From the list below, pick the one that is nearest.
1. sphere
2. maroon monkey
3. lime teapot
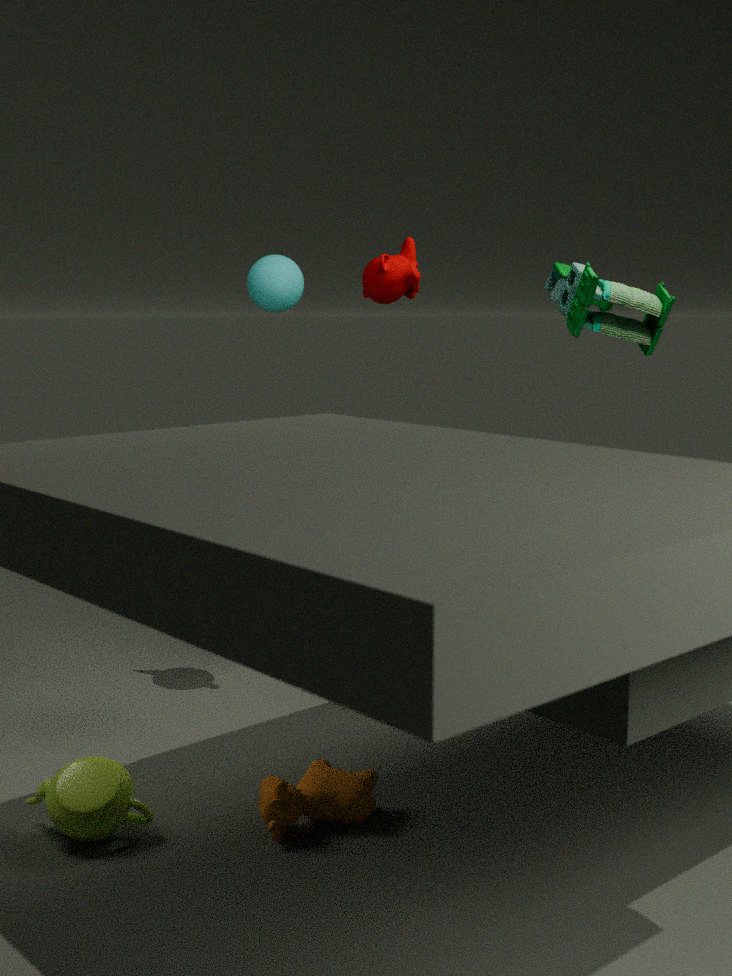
lime teapot
